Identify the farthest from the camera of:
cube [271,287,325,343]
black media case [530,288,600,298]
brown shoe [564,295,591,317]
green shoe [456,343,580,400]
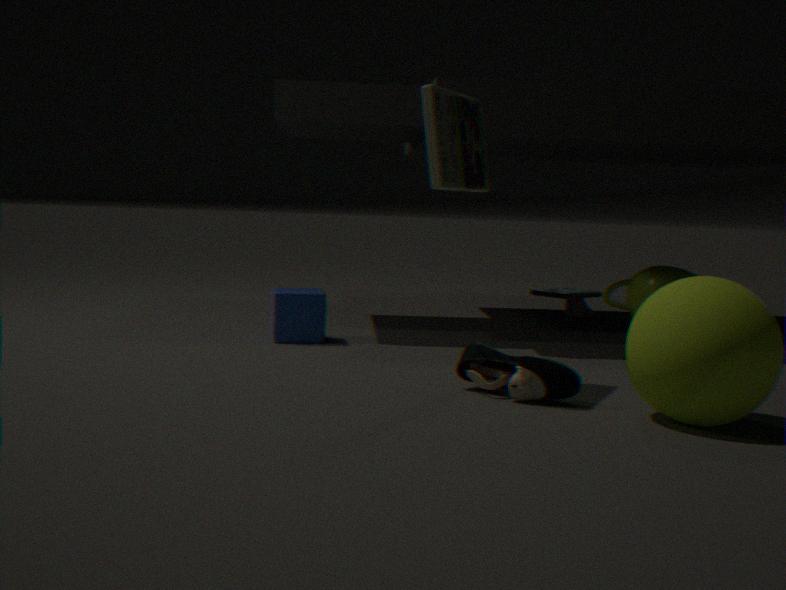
black media case [530,288,600,298]
